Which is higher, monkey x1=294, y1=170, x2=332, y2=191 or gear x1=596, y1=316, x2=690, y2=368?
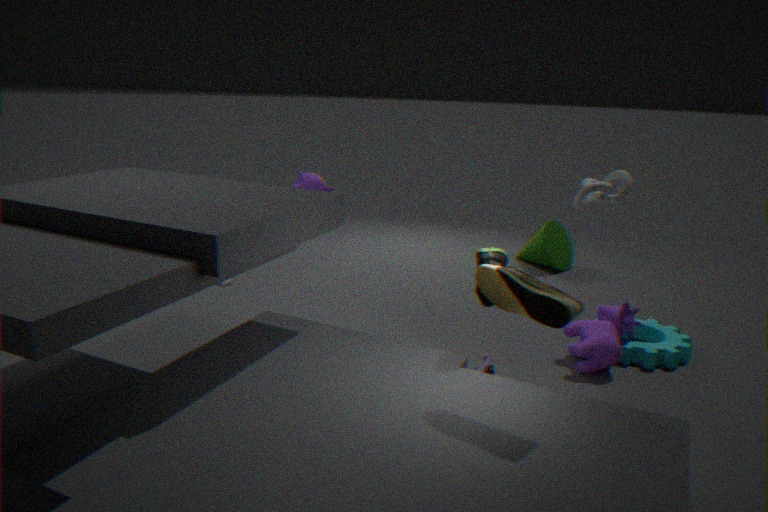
monkey x1=294, y1=170, x2=332, y2=191
